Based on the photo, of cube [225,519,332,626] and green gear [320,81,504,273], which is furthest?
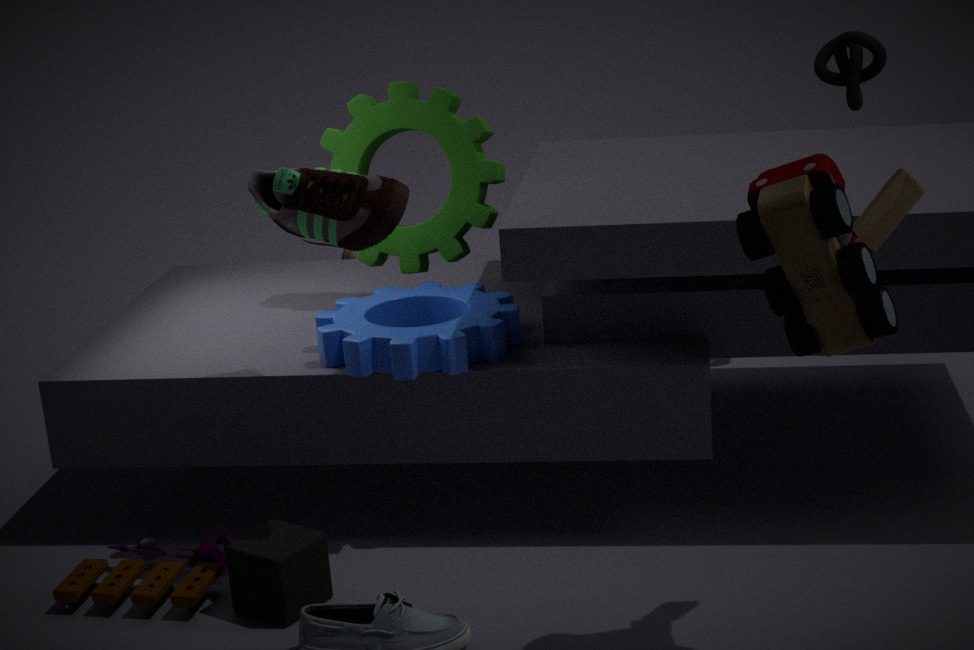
green gear [320,81,504,273]
